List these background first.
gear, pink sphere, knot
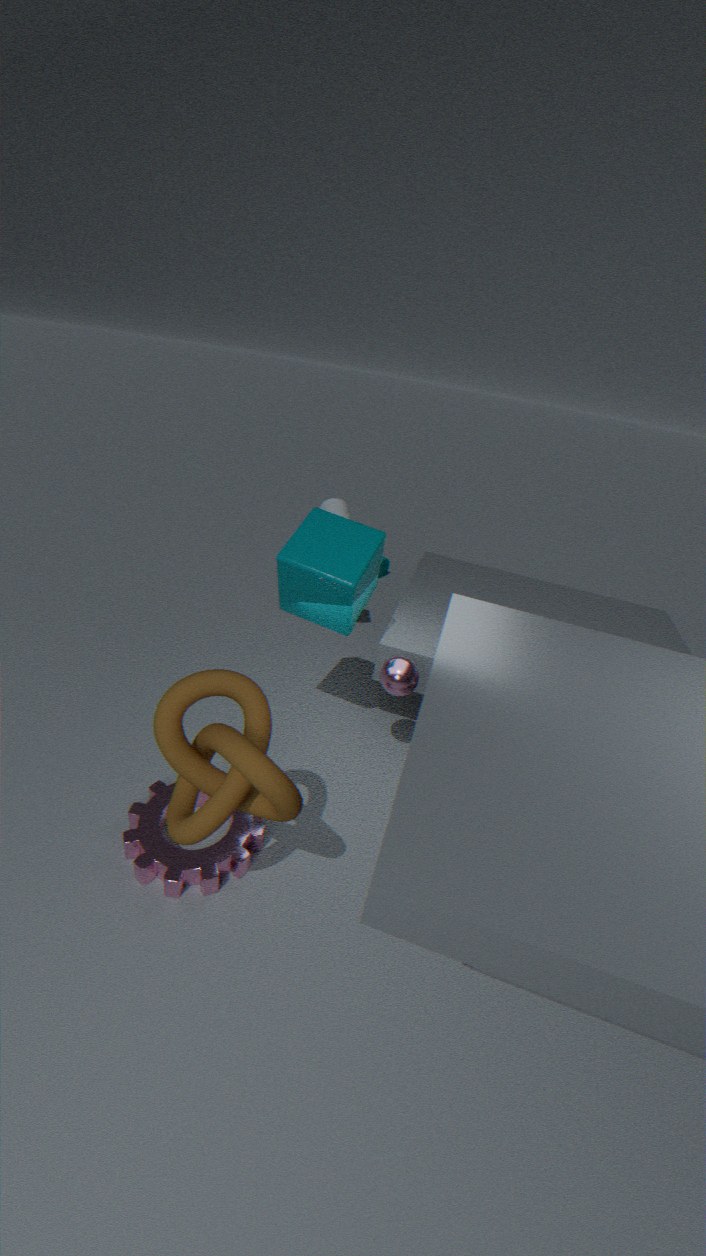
pink sphere
gear
knot
